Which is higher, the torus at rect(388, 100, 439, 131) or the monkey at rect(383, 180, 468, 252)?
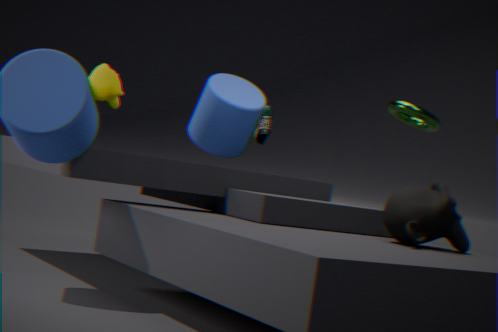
the torus at rect(388, 100, 439, 131)
